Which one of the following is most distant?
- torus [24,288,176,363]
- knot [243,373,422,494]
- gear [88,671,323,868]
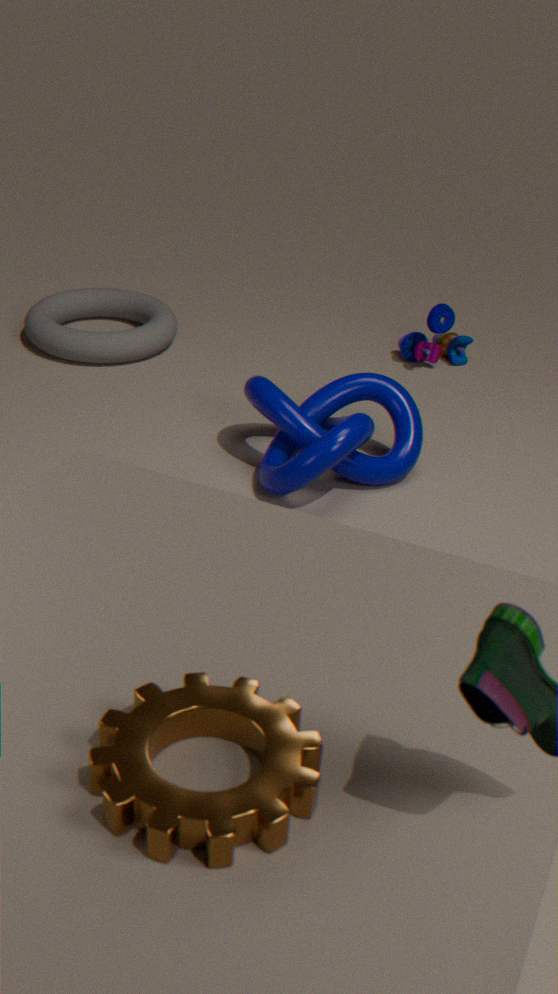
torus [24,288,176,363]
